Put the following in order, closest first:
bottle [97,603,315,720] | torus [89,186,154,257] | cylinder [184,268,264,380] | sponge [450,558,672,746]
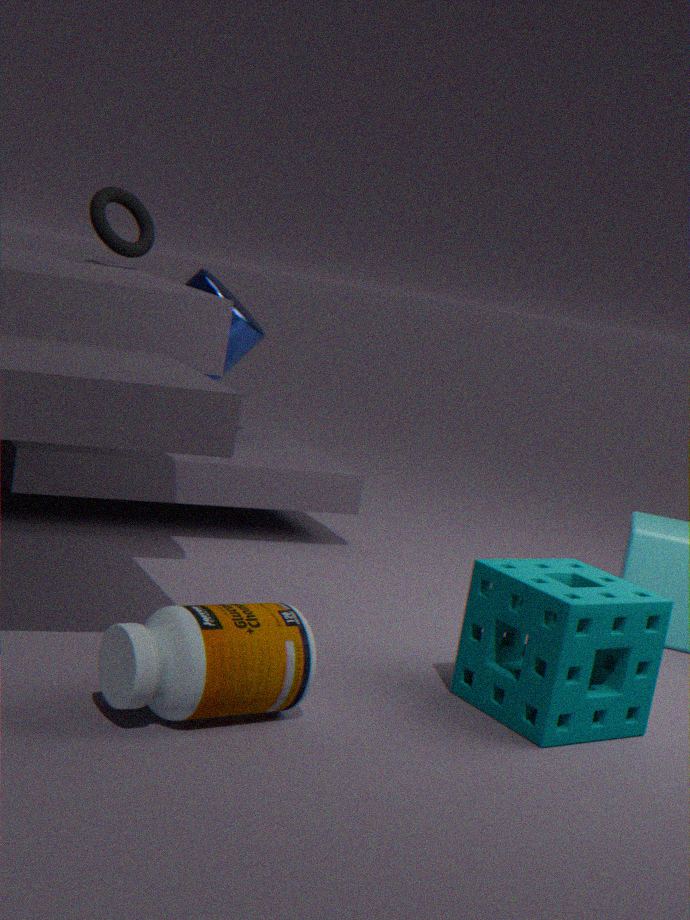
bottle [97,603,315,720] → sponge [450,558,672,746] → torus [89,186,154,257] → cylinder [184,268,264,380]
